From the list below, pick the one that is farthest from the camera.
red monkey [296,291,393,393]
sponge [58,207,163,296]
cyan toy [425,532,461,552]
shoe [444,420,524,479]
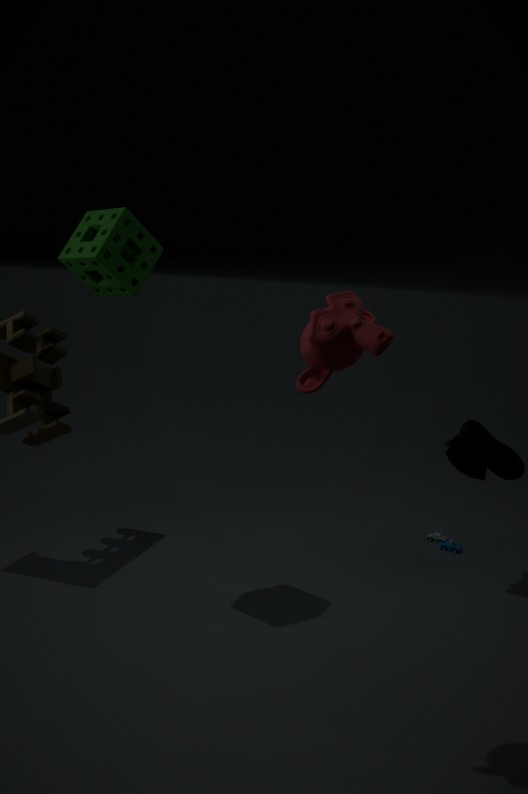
cyan toy [425,532,461,552]
